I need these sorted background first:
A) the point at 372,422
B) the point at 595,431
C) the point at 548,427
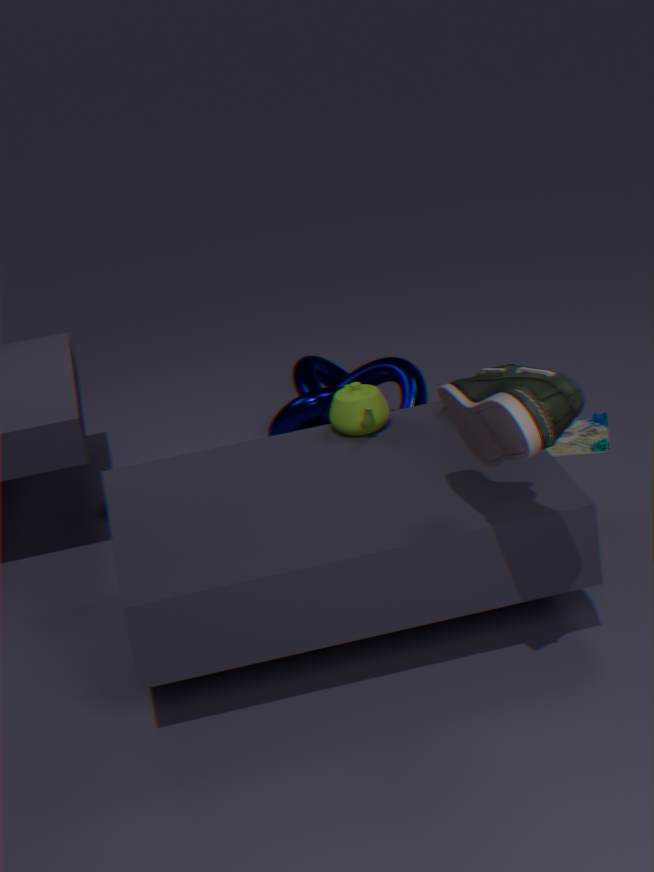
the point at 595,431 < the point at 372,422 < the point at 548,427
